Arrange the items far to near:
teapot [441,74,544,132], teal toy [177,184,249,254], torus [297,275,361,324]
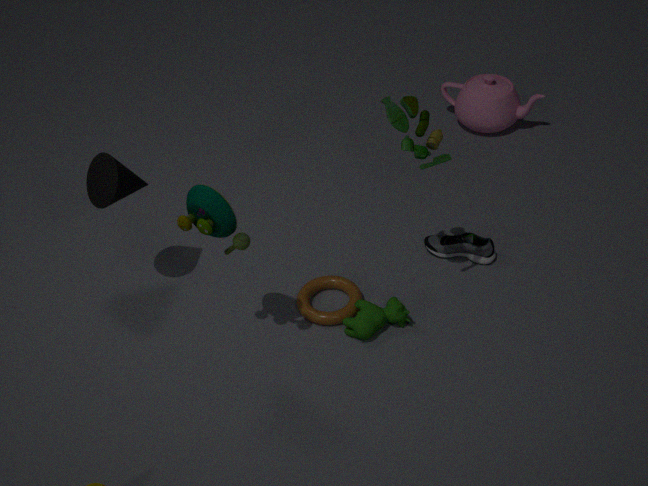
1. teapot [441,74,544,132]
2. torus [297,275,361,324]
3. teal toy [177,184,249,254]
